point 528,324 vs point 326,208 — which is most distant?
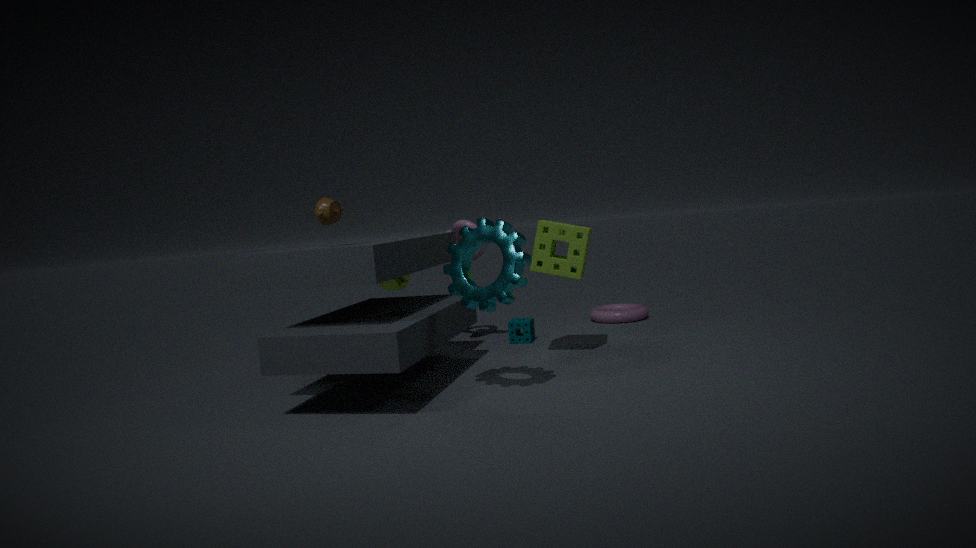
point 528,324
